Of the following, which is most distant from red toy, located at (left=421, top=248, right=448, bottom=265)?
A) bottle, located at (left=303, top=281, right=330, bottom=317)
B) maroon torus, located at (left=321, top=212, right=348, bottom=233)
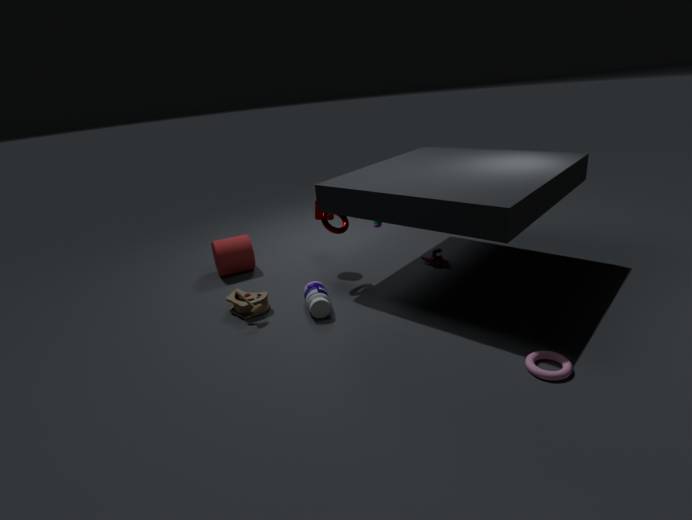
bottle, located at (left=303, top=281, right=330, bottom=317)
